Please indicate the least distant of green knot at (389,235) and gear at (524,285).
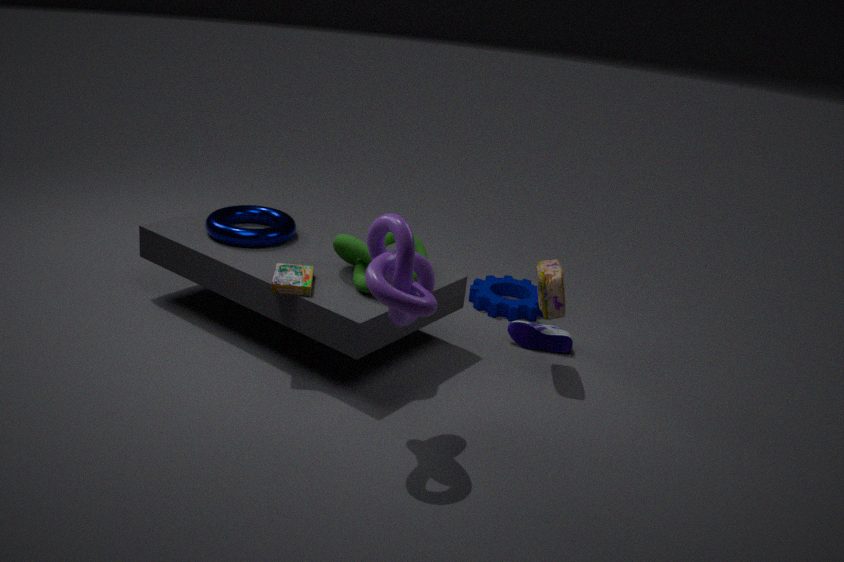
green knot at (389,235)
